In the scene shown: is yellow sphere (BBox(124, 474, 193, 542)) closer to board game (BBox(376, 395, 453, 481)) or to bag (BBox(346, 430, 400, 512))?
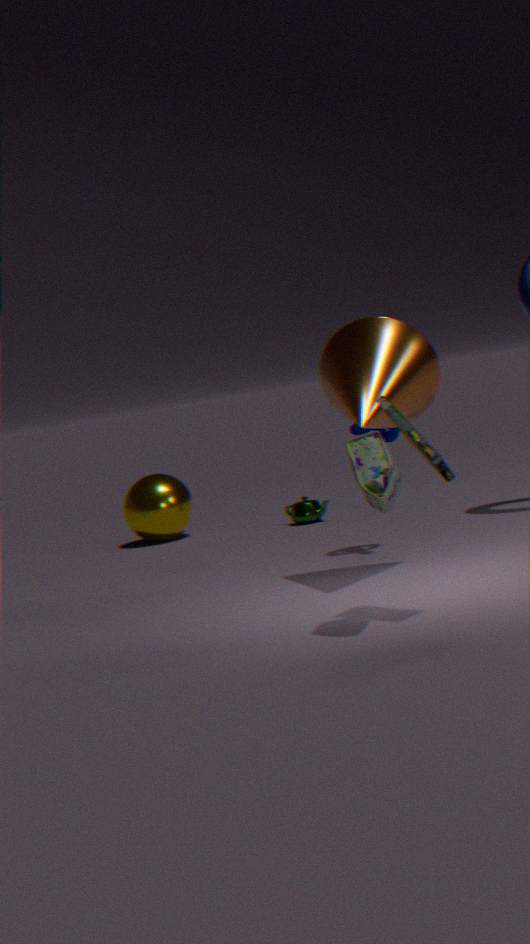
board game (BBox(376, 395, 453, 481))
